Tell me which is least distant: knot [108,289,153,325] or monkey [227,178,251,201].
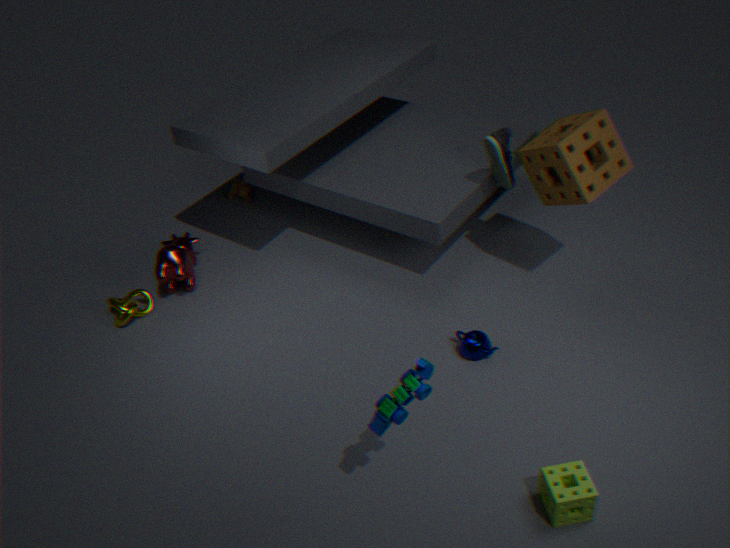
knot [108,289,153,325]
